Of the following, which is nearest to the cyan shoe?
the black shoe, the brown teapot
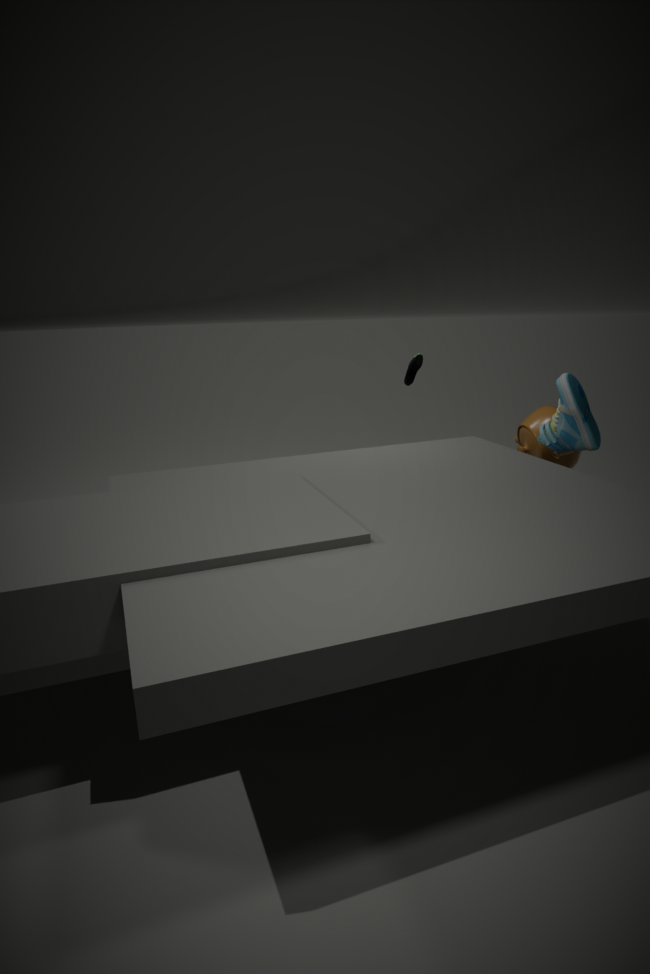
the brown teapot
